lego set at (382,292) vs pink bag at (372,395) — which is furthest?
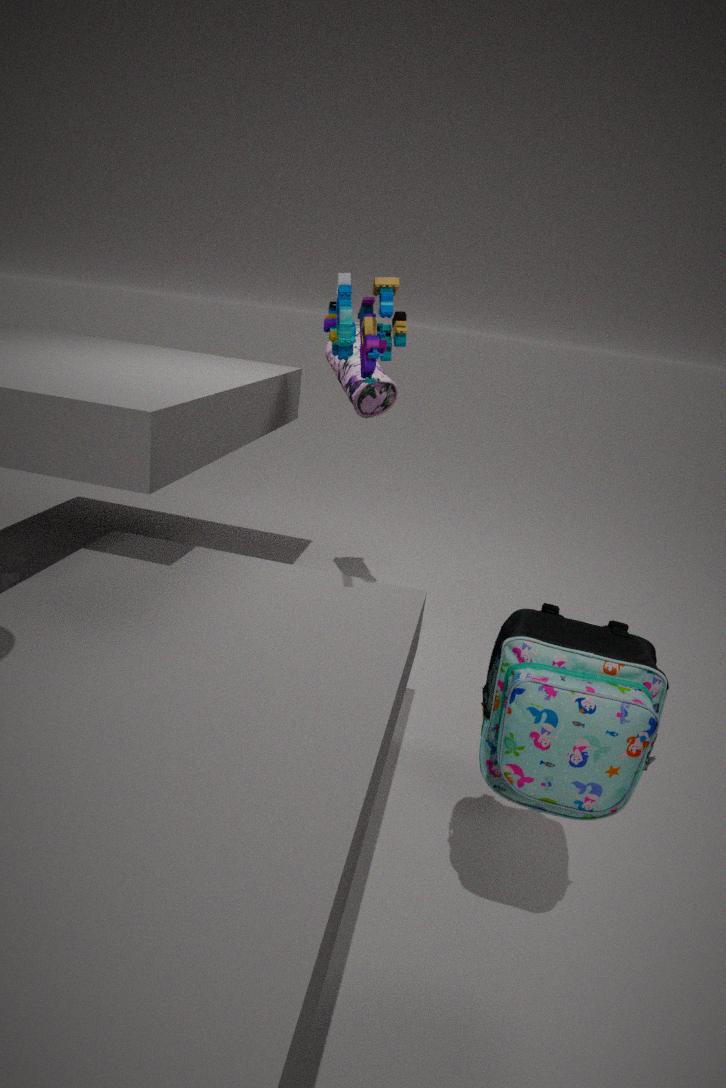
pink bag at (372,395)
